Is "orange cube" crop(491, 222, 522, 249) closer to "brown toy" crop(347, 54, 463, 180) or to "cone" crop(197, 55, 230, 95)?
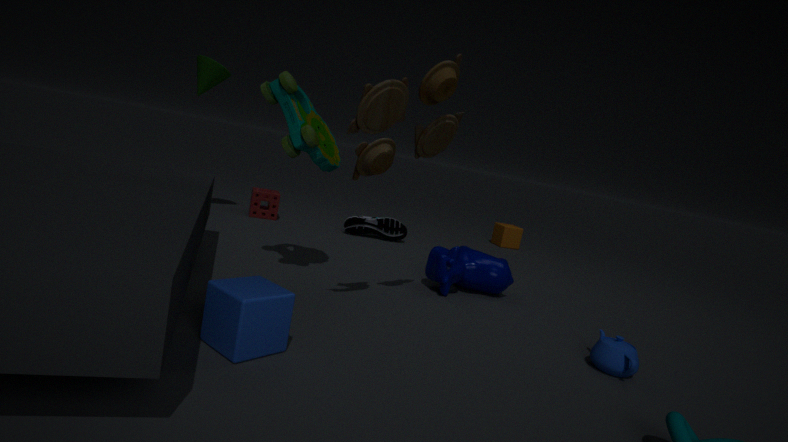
"brown toy" crop(347, 54, 463, 180)
